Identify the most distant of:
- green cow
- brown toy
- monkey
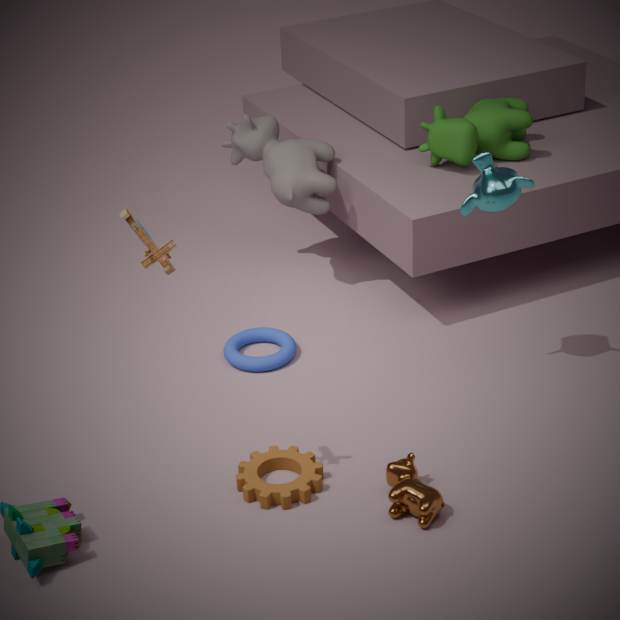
green cow
